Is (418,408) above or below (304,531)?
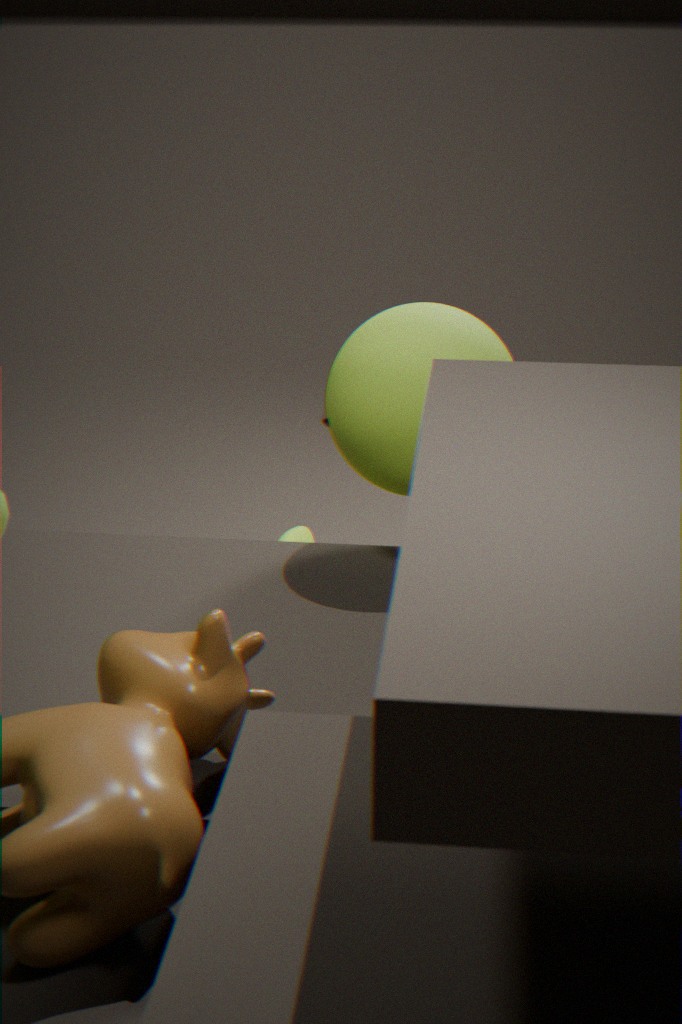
above
